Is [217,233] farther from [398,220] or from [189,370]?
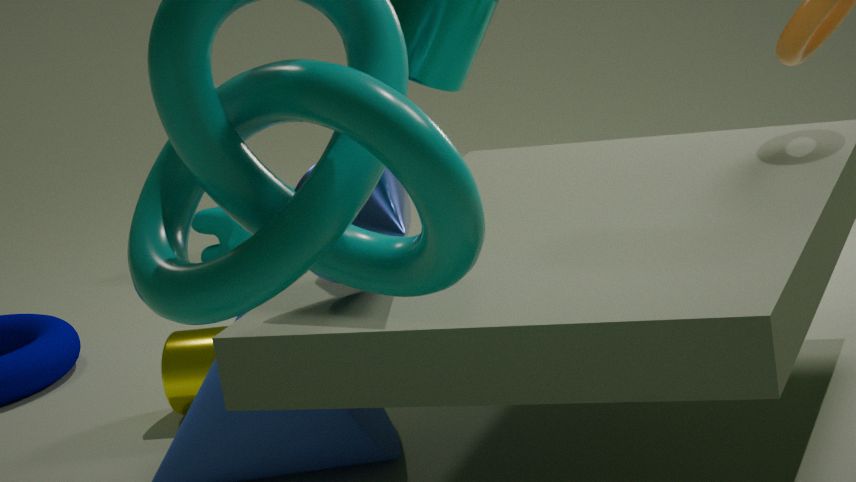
[398,220]
